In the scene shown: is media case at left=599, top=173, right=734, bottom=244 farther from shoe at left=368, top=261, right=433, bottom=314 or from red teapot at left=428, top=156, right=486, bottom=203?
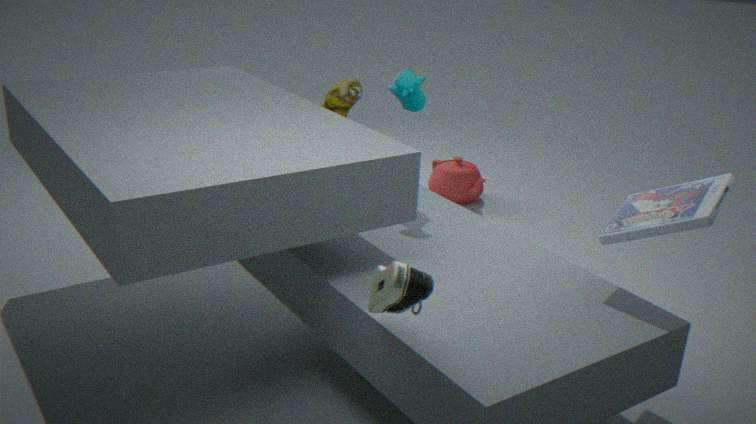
red teapot at left=428, top=156, right=486, bottom=203
